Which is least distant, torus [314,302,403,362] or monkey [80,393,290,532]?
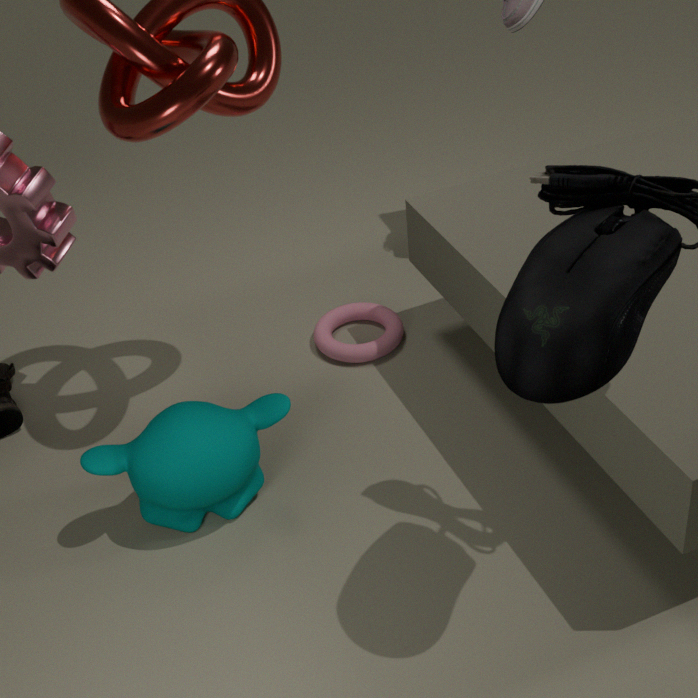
monkey [80,393,290,532]
